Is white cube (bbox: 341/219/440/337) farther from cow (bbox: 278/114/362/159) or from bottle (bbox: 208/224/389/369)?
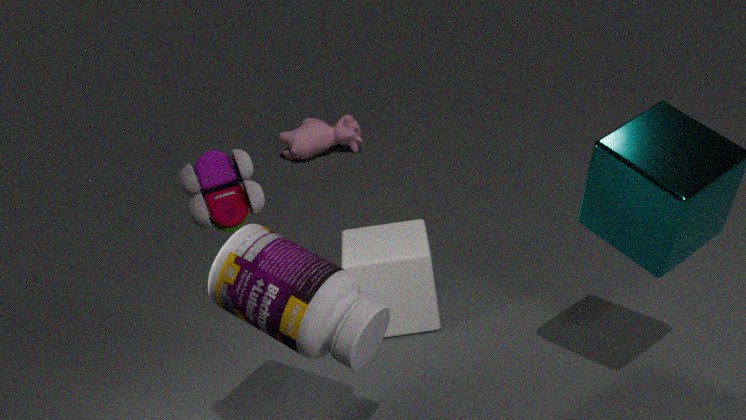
cow (bbox: 278/114/362/159)
